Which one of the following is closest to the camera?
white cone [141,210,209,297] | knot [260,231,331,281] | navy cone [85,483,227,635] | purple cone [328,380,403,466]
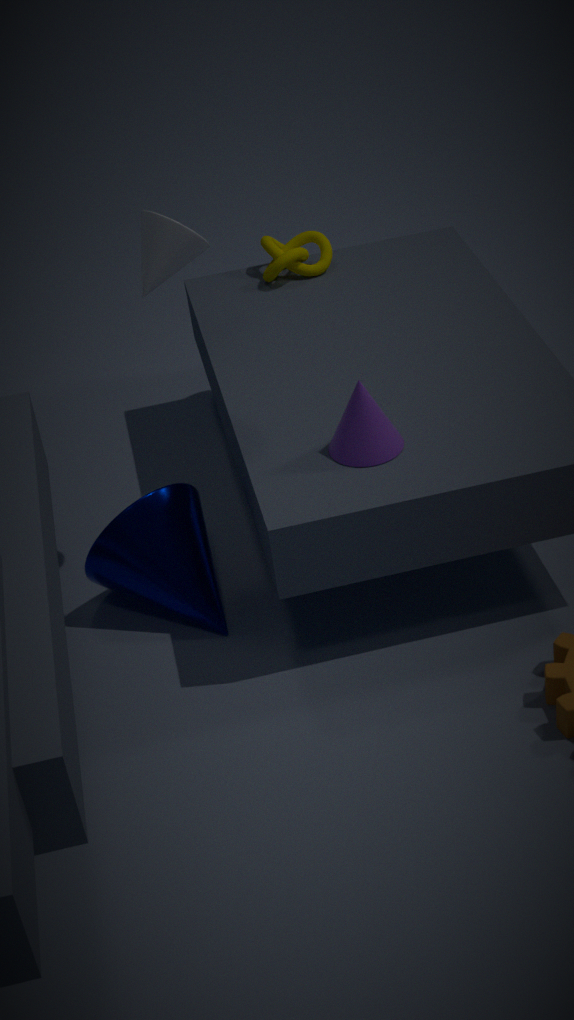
white cone [141,210,209,297]
